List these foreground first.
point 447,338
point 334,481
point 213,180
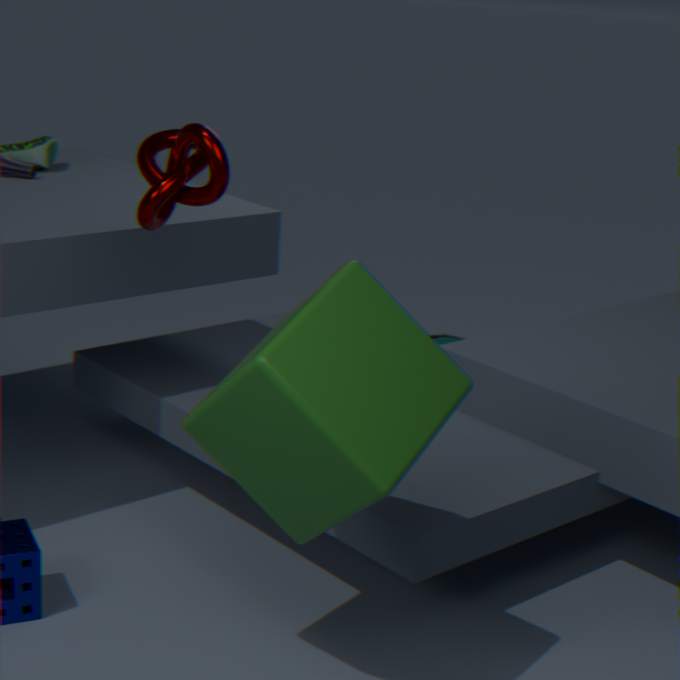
point 334,481
point 213,180
point 447,338
